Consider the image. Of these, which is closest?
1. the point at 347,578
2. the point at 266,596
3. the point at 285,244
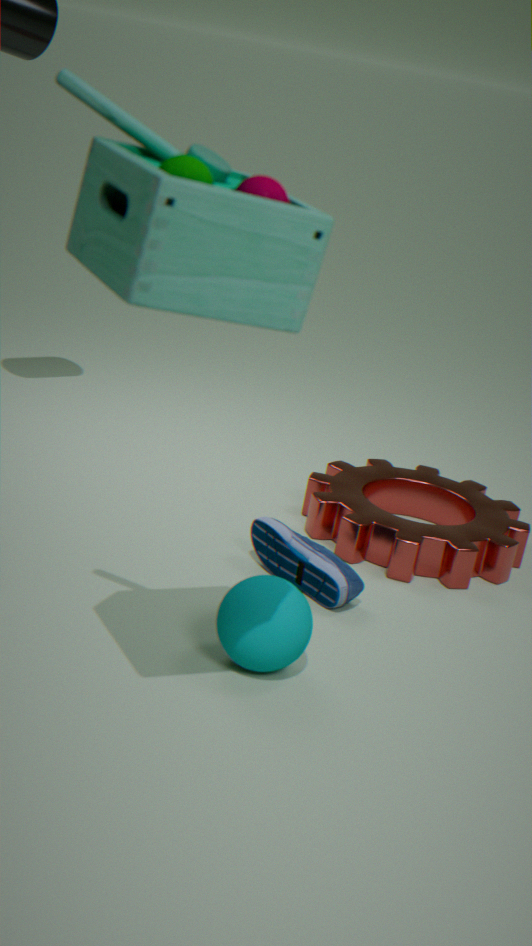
the point at 285,244
